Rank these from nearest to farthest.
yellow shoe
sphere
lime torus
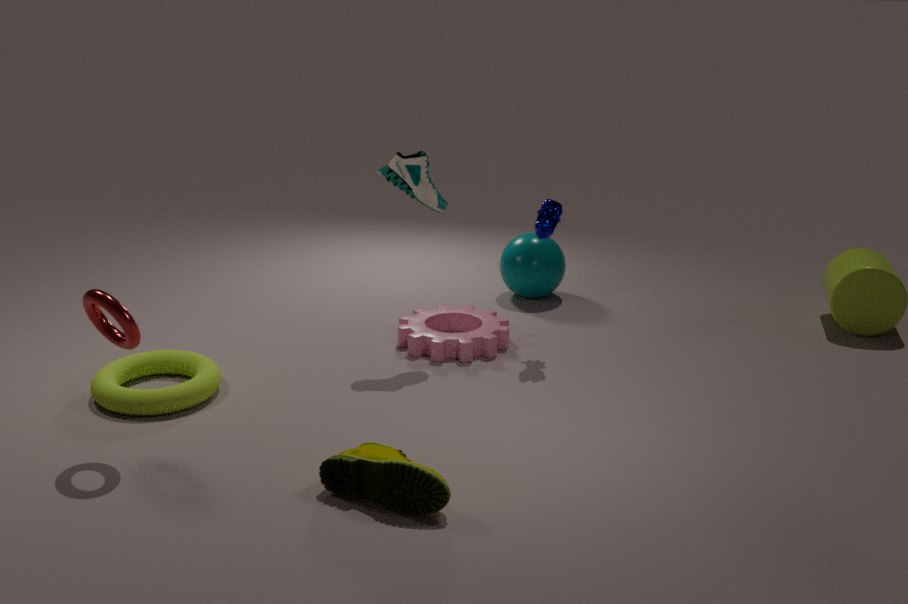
1. yellow shoe
2. lime torus
3. sphere
